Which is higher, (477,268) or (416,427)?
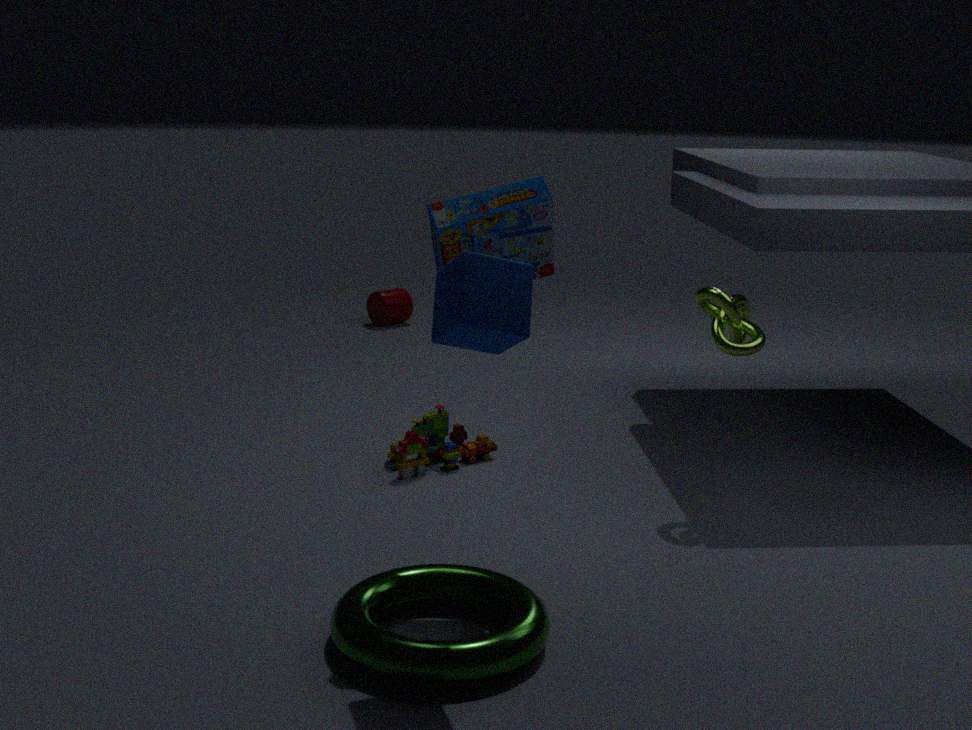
(477,268)
